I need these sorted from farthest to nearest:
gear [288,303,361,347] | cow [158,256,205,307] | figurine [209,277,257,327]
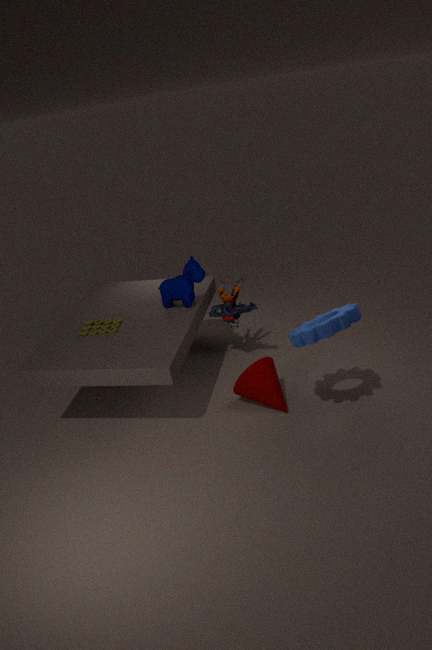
1. figurine [209,277,257,327]
2. cow [158,256,205,307]
3. gear [288,303,361,347]
